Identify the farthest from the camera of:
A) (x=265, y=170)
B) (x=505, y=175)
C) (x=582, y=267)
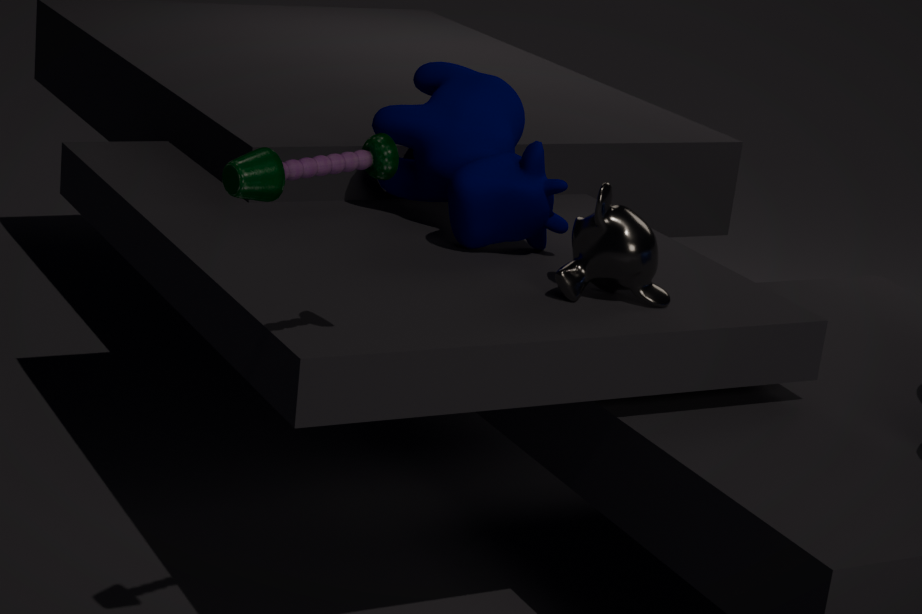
(x=505, y=175)
